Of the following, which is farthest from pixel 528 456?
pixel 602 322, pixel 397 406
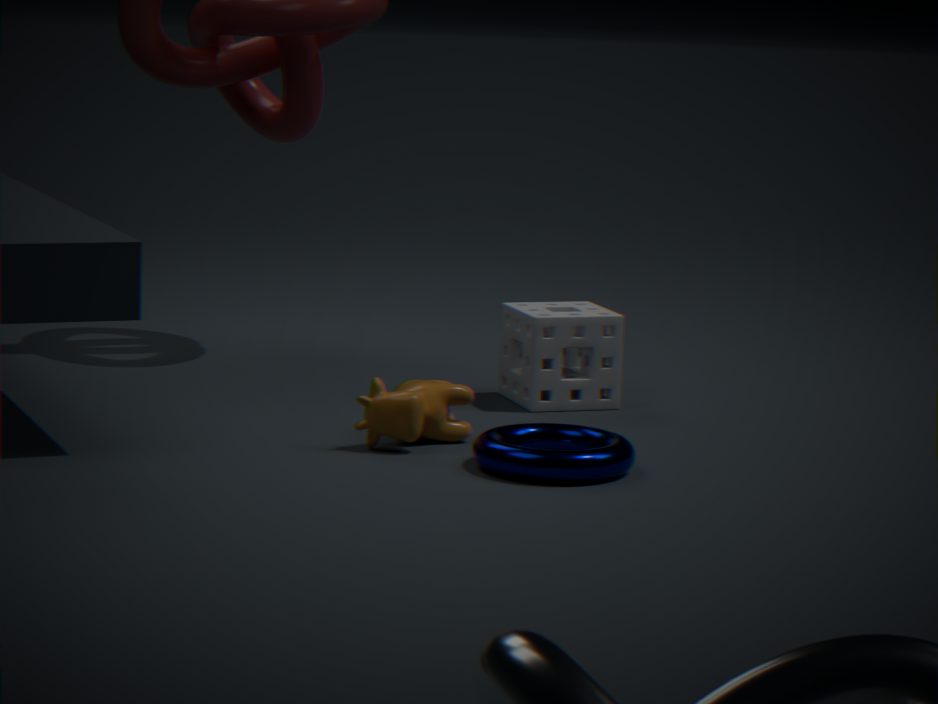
pixel 602 322
